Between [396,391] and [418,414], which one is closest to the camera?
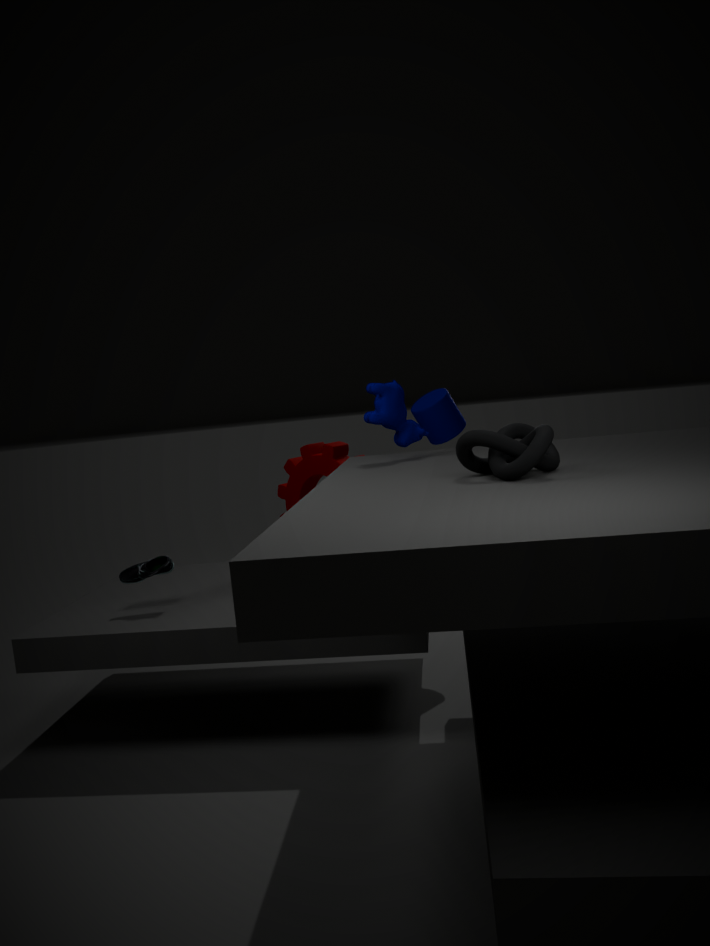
[396,391]
